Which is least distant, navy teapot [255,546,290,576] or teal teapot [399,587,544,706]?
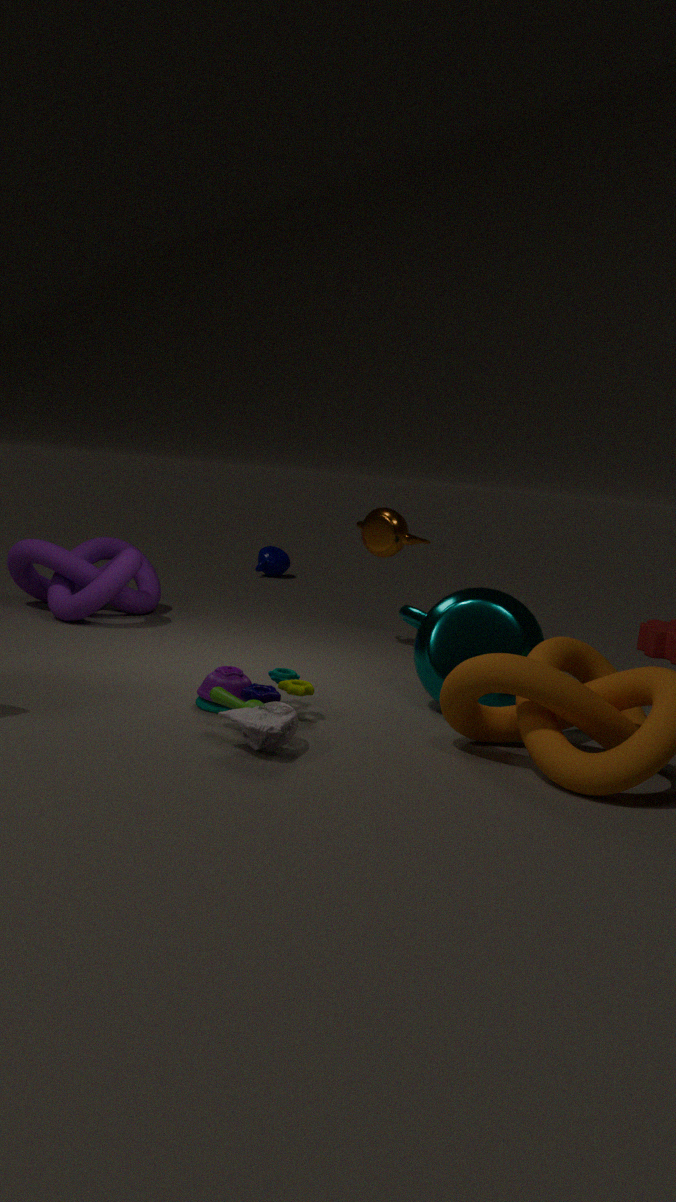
teal teapot [399,587,544,706]
